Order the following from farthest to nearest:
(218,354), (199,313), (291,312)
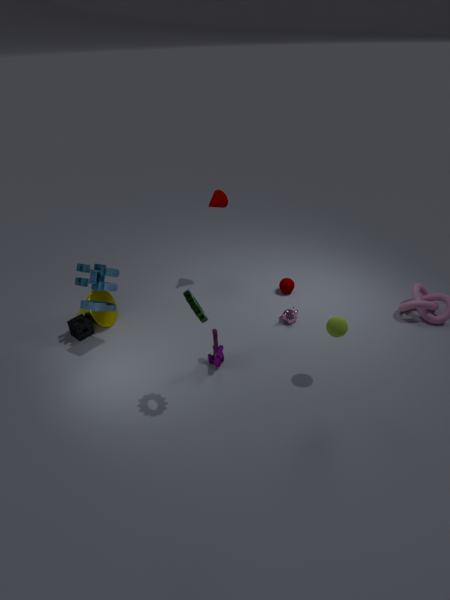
(291,312) → (218,354) → (199,313)
